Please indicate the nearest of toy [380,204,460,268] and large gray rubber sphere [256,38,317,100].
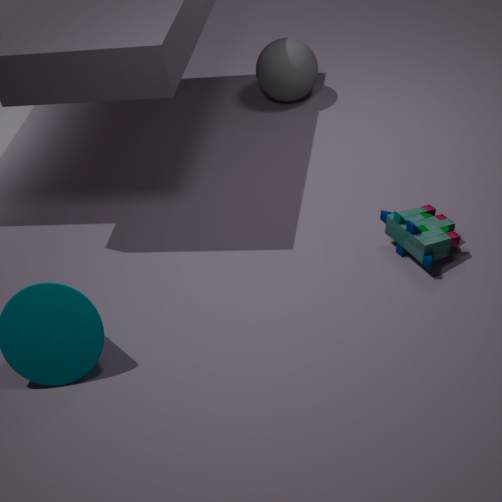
toy [380,204,460,268]
